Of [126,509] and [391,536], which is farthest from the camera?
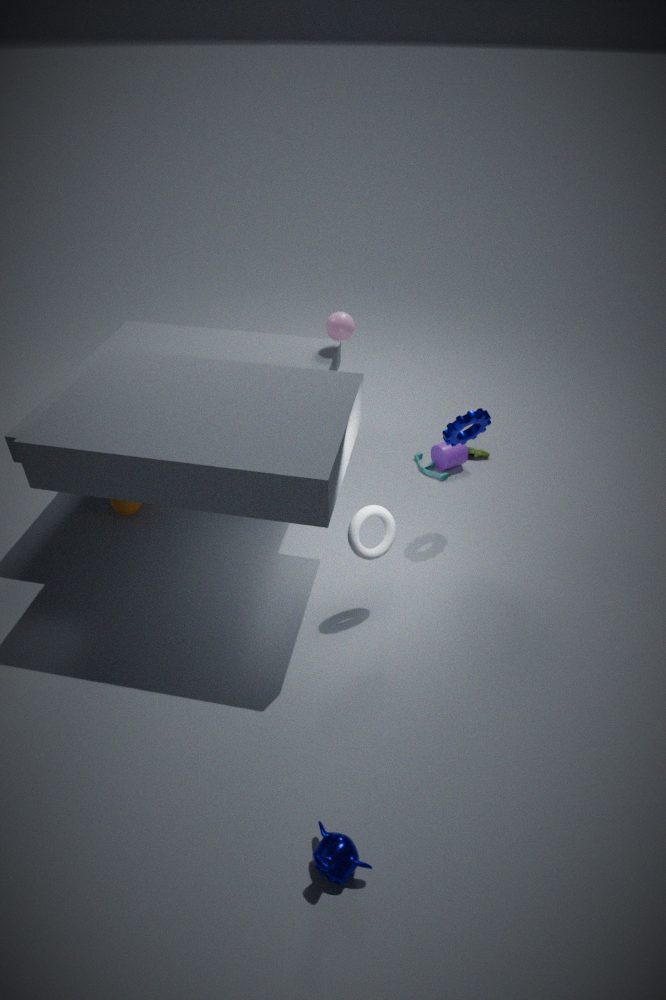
[126,509]
